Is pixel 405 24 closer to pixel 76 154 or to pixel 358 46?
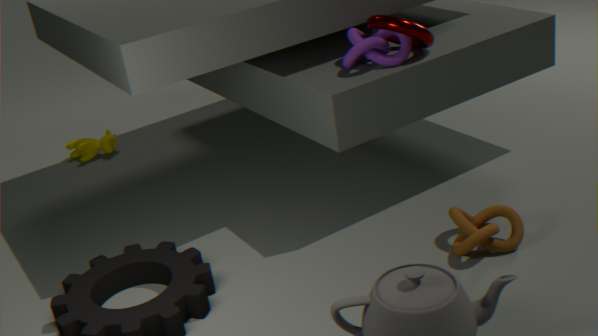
pixel 358 46
